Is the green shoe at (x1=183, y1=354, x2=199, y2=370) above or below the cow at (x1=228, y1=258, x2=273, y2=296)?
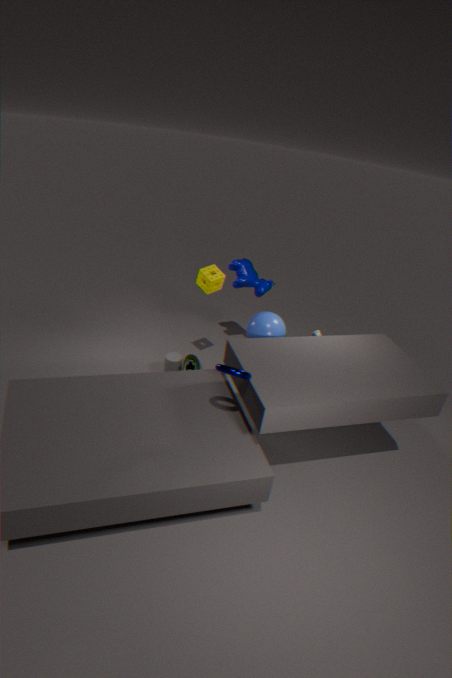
below
